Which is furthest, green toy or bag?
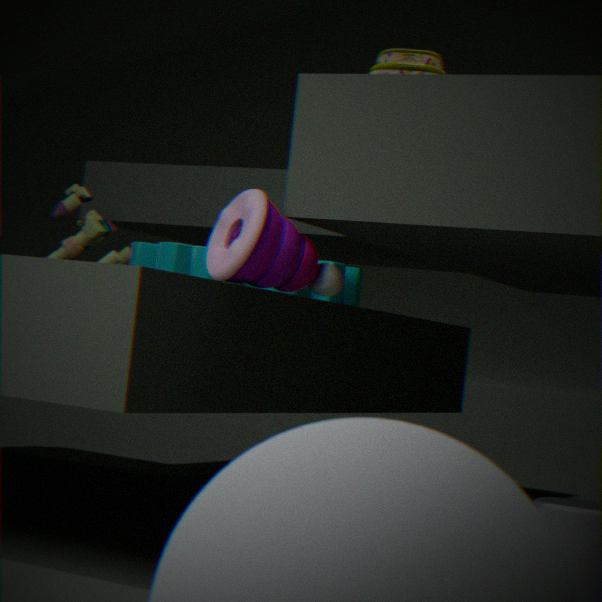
green toy
